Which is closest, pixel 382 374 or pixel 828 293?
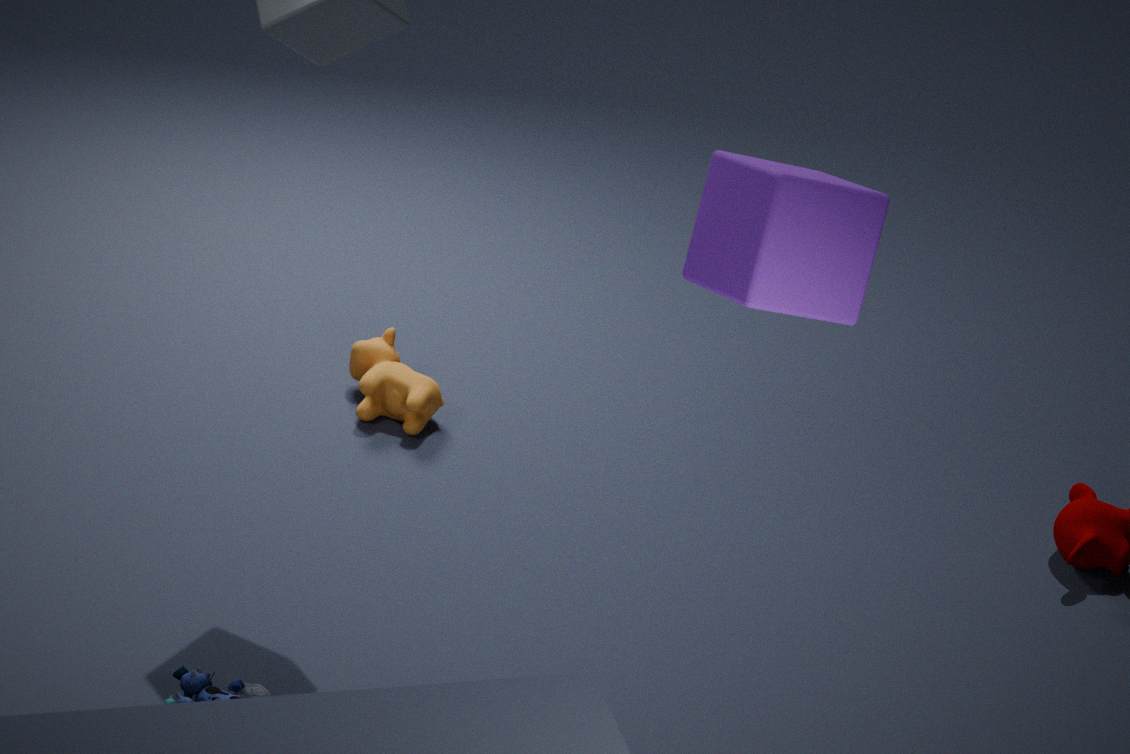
pixel 828 293
